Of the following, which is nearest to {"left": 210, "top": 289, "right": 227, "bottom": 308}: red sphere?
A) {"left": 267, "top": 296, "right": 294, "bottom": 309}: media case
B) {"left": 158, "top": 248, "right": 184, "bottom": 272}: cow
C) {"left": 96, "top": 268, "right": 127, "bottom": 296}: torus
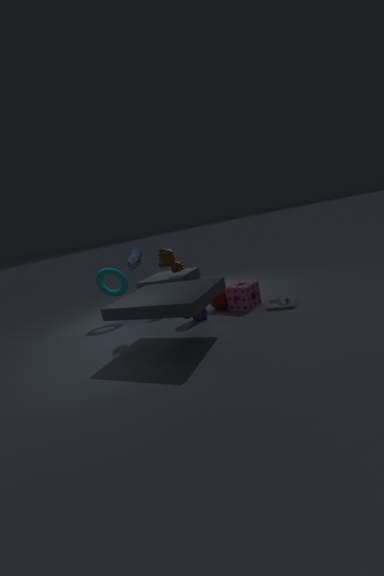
{"left": 267, "top": 296, "right": 294, "bottom": 309}: media case
